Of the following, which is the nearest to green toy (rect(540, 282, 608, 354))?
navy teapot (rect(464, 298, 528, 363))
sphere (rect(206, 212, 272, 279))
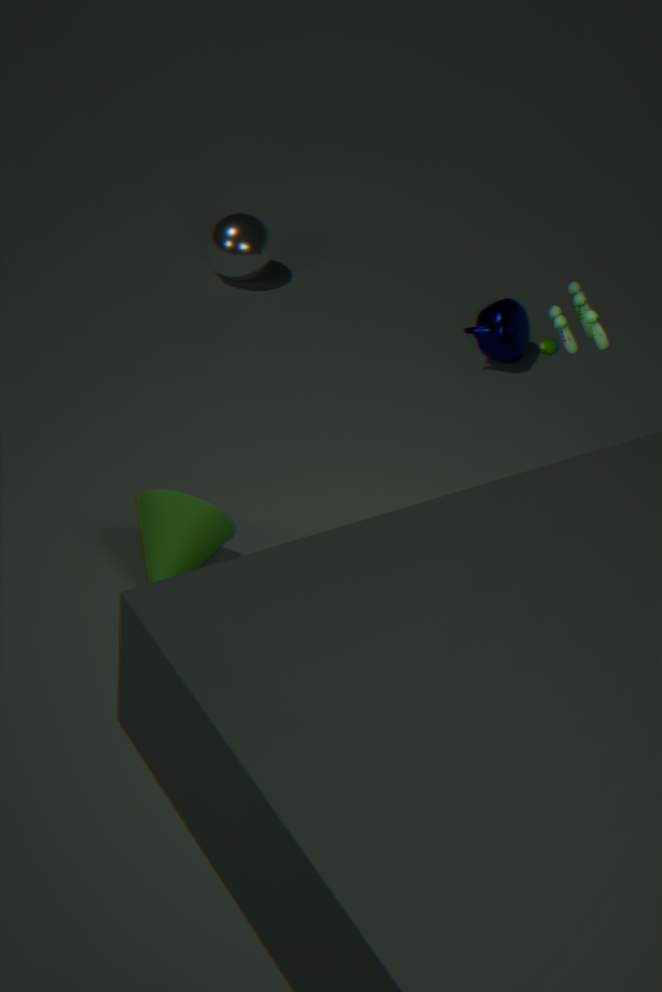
navy teapot (rect(464, 298, 528, 363))
